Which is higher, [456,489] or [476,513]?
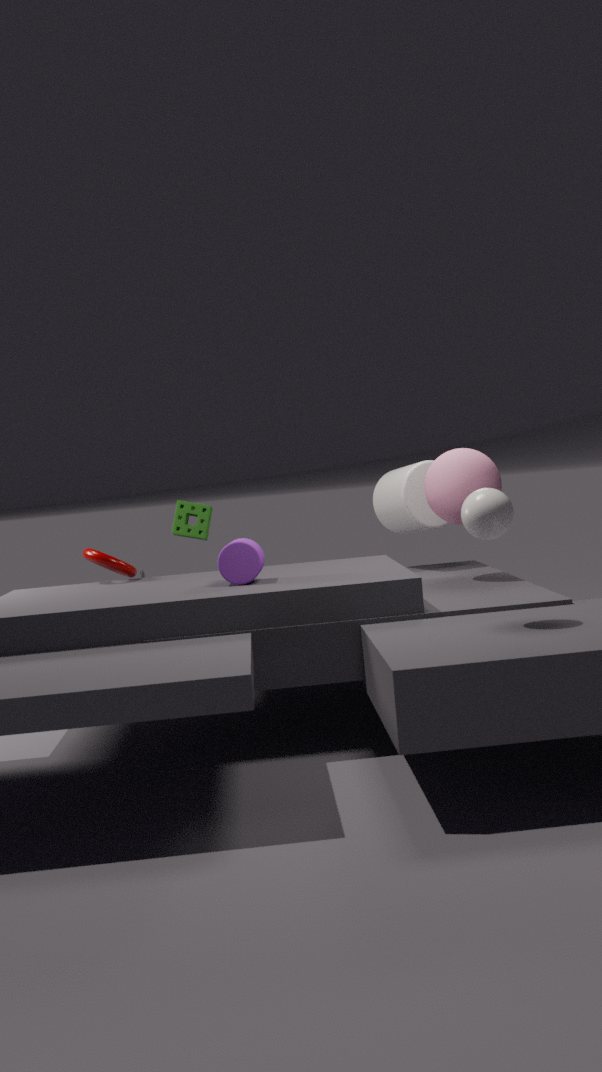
[456,489]
